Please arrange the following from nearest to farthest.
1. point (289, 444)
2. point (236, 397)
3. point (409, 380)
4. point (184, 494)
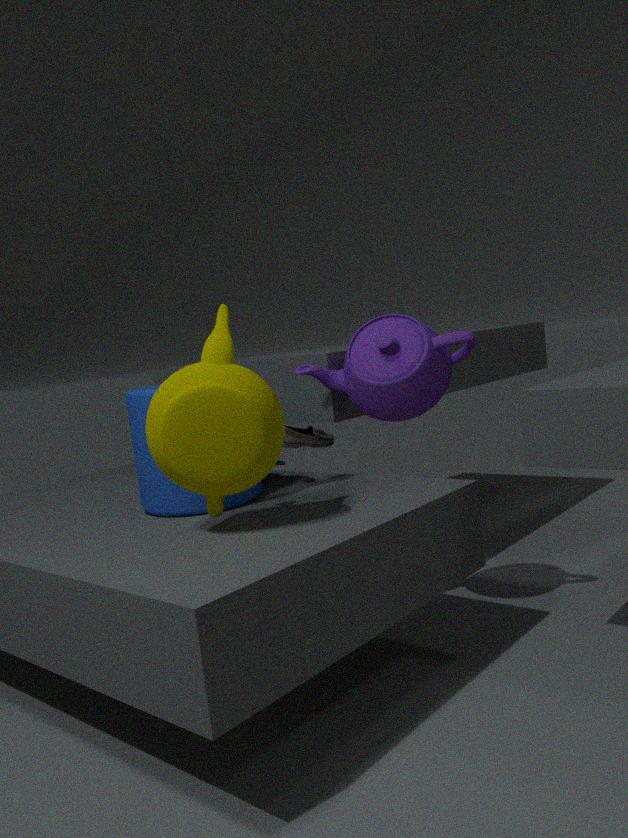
point (236, 397), point (184, 494), point (409, 380), point (289, 444)
